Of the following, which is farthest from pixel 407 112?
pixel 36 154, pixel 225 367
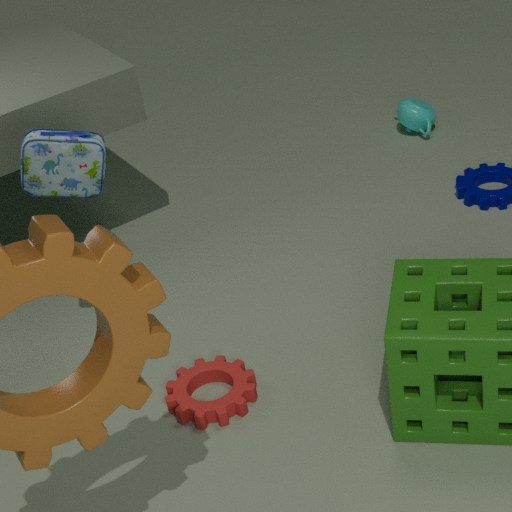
pixel 36 154
